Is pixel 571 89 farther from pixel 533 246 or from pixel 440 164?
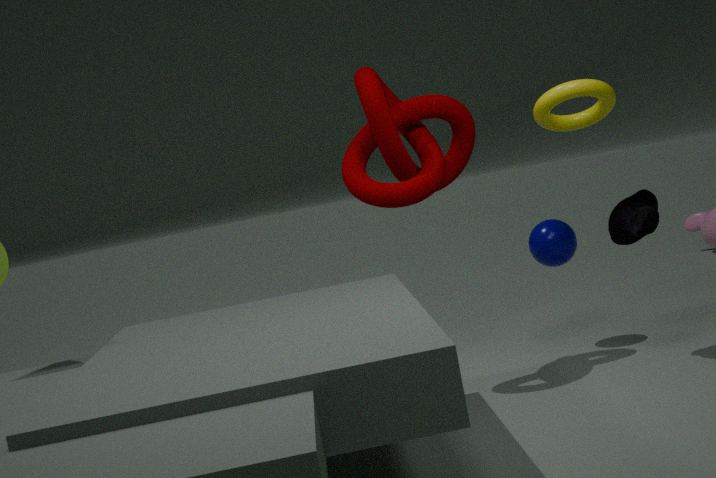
pixel 533 246
